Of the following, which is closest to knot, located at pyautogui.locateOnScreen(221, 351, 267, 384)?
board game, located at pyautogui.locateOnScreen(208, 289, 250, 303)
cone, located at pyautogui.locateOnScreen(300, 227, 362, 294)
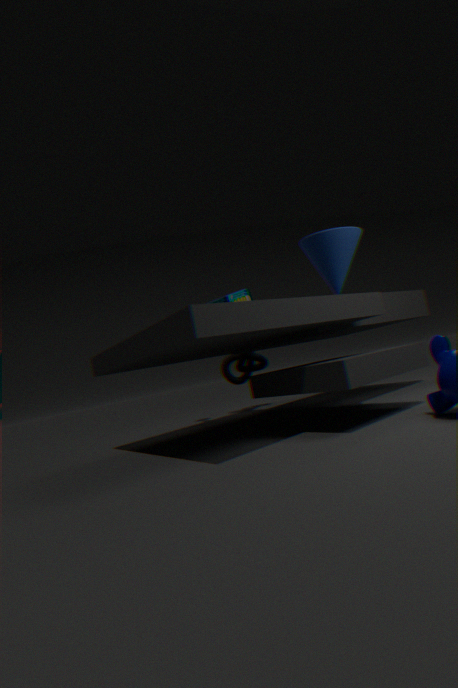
board game, located at pyautogui.locateOnScreen(208, 289, 250, 303)
